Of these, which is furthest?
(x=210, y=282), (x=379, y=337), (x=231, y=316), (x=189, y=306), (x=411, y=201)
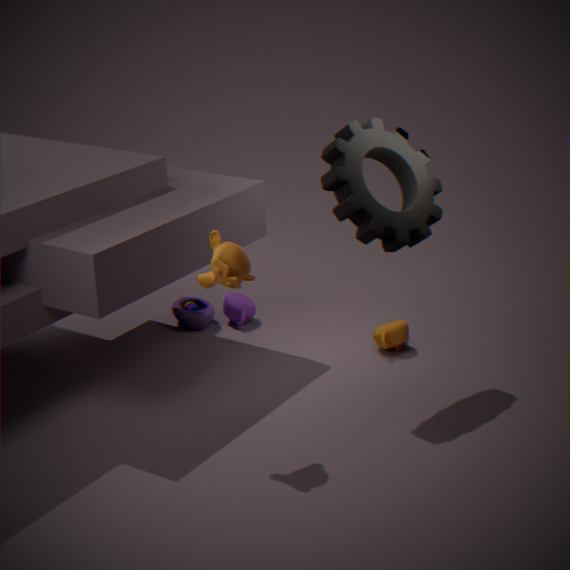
(x=189, y=306)
